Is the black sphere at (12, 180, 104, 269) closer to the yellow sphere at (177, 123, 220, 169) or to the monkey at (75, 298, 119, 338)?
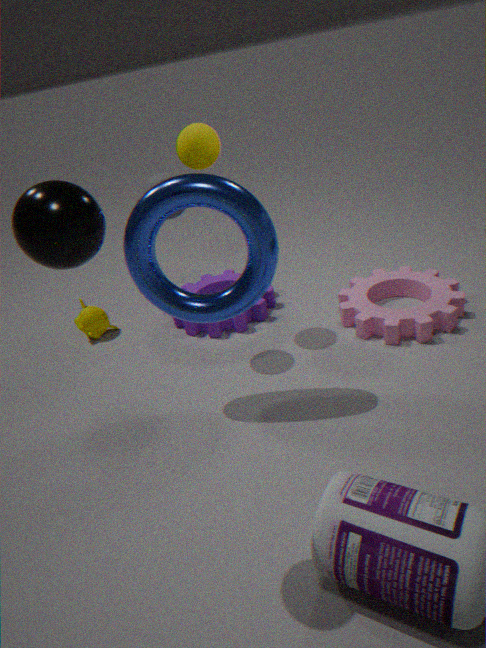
the yellow sphere at (177, 123, 220, 169)
